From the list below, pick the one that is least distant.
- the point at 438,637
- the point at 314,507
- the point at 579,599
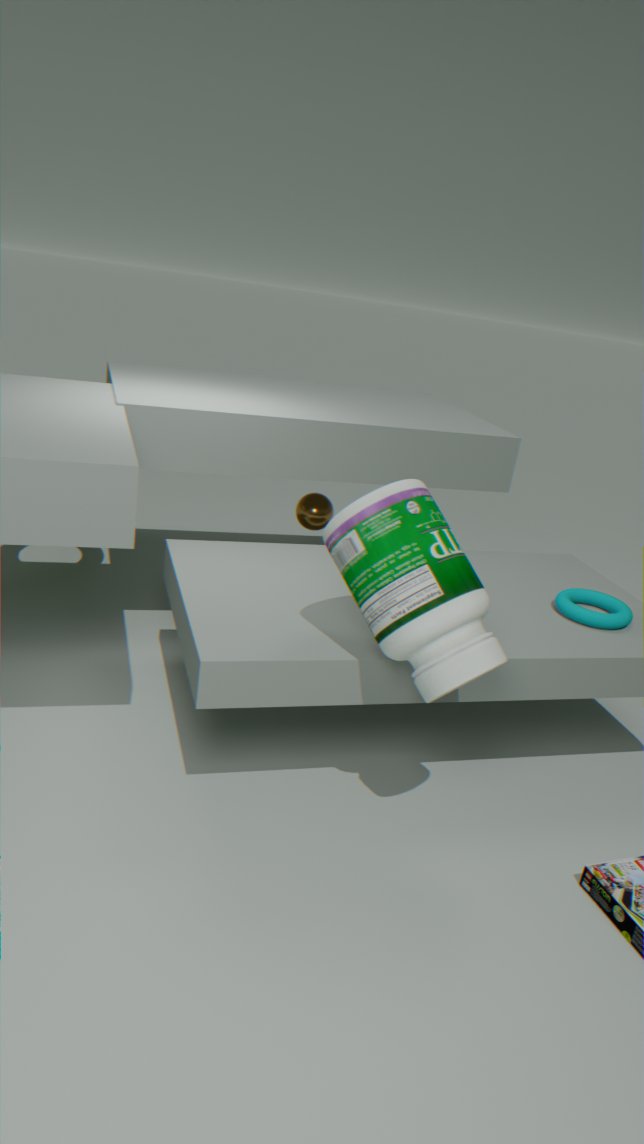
the point at 438,637
